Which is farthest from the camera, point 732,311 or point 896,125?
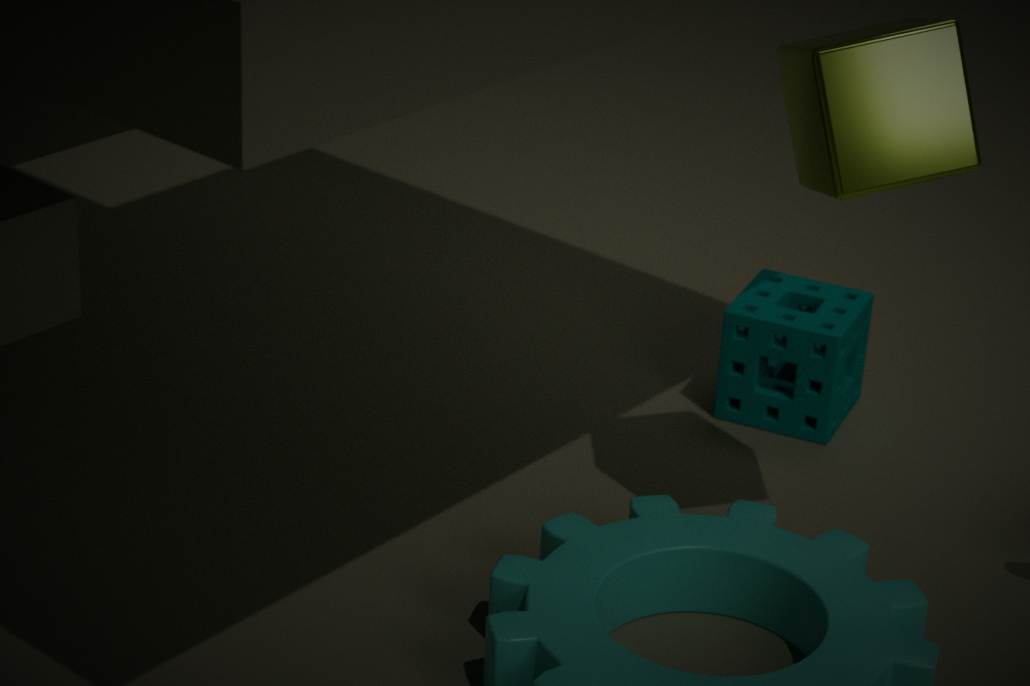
point 732,311
